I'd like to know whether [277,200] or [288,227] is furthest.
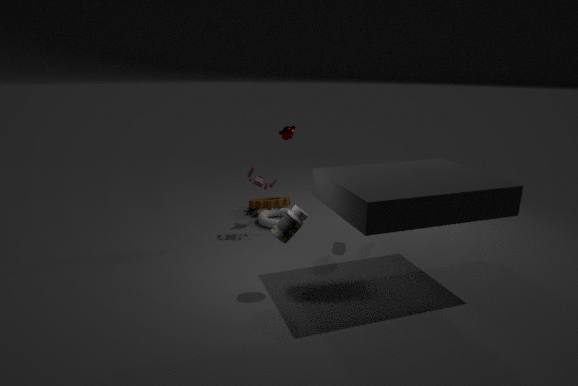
[277,200]
